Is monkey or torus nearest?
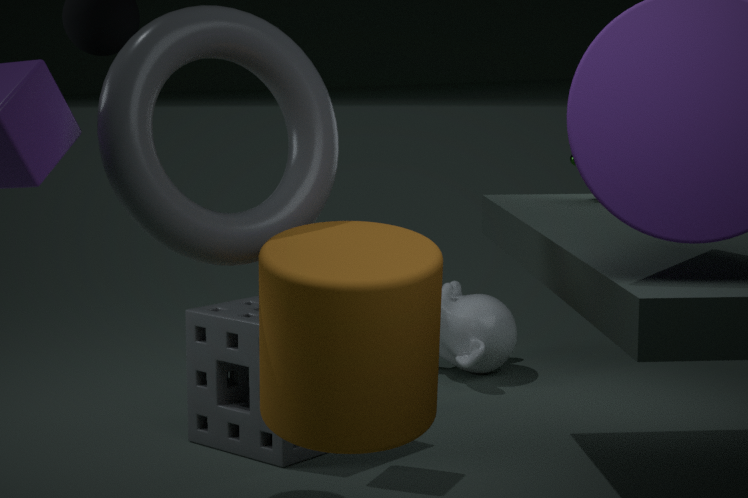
torus
